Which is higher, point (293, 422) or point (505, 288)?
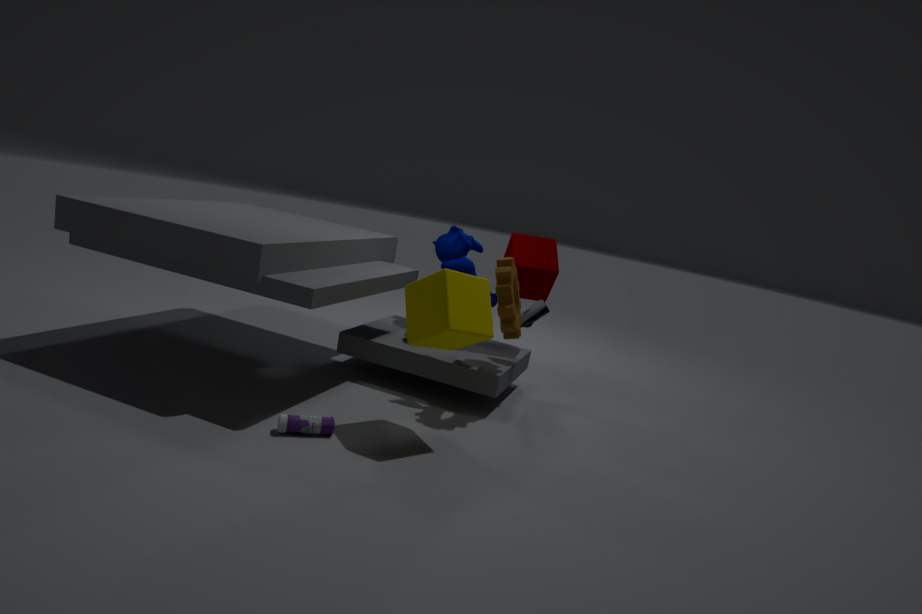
point (505, 288)
